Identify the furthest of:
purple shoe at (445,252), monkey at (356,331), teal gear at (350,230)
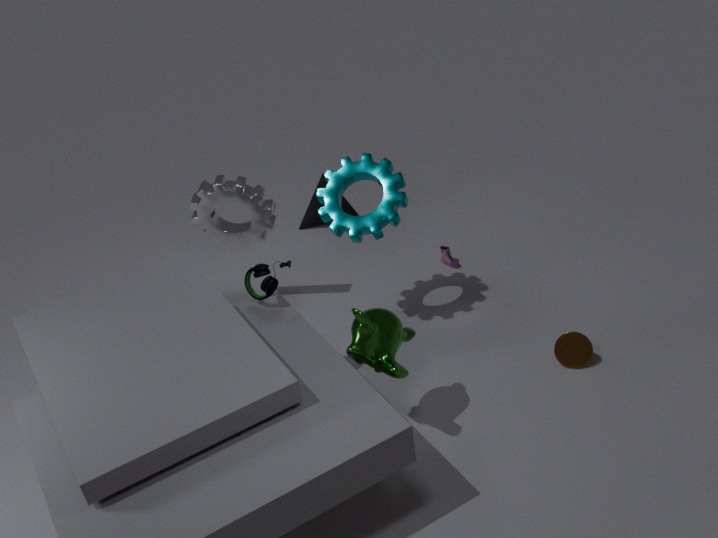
purple shoe at (445,252)
